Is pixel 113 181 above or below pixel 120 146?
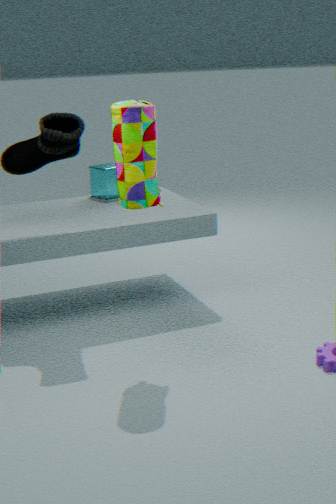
below
